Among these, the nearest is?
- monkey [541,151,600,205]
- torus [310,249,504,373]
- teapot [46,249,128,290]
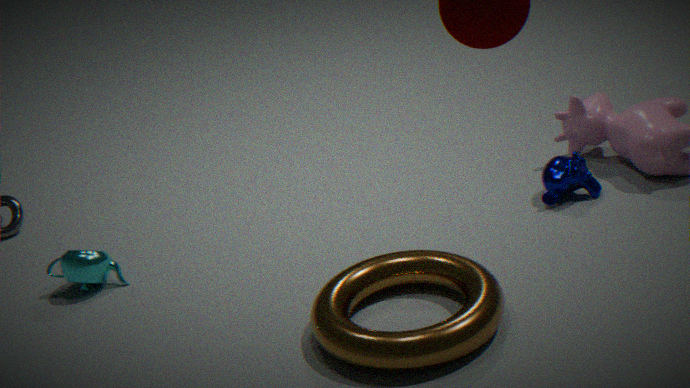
torus [310,249,504,373]
